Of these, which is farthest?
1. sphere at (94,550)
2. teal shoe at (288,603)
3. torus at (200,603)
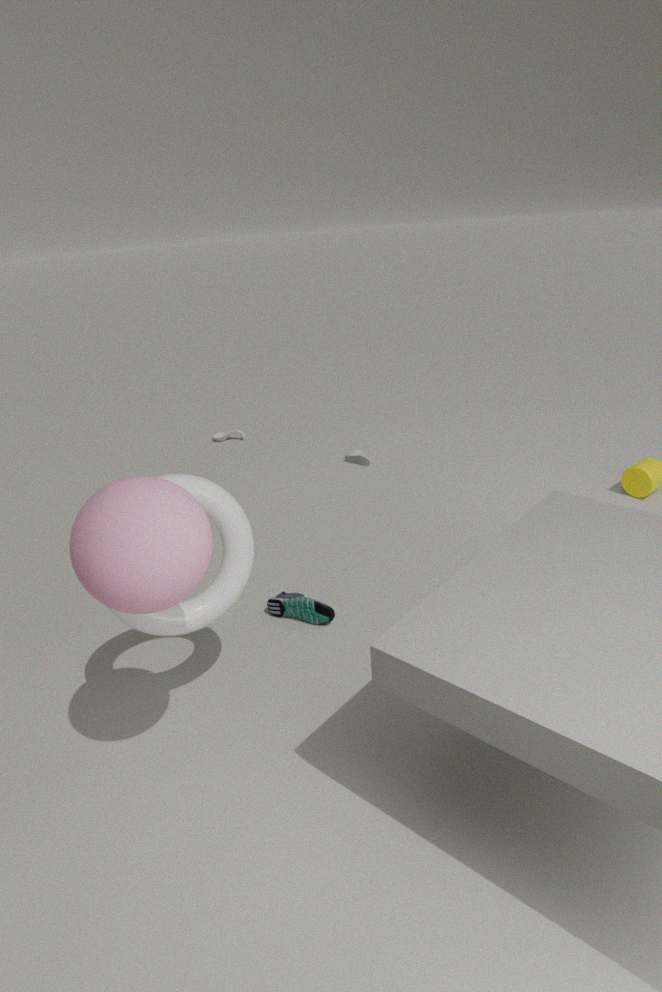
teal shoe at (288,603)
